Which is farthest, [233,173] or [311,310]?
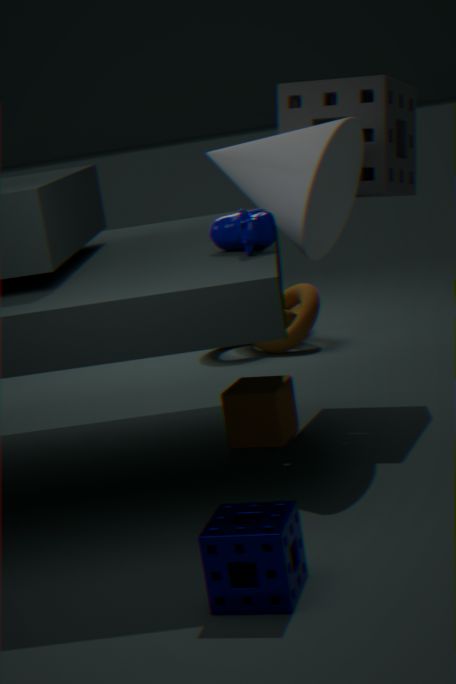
[311,310]
